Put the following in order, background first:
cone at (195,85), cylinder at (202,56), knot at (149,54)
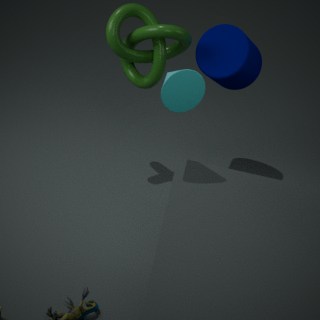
cylinder at (202,56), knot at (149,54), cone at (195,85)
